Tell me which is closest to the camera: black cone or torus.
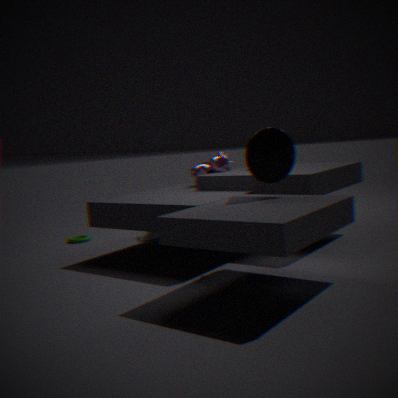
black cone
